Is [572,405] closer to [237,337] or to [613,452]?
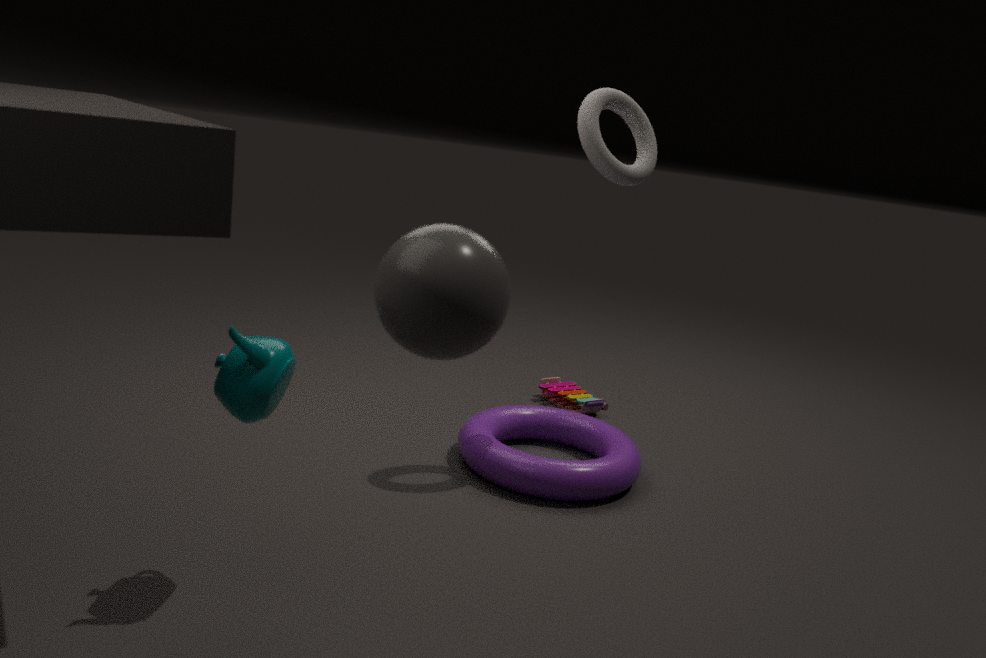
[613,452]
